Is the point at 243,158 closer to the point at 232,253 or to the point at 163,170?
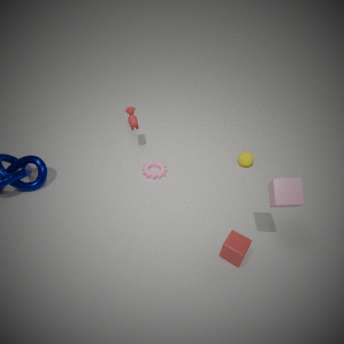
the point at 163,170
